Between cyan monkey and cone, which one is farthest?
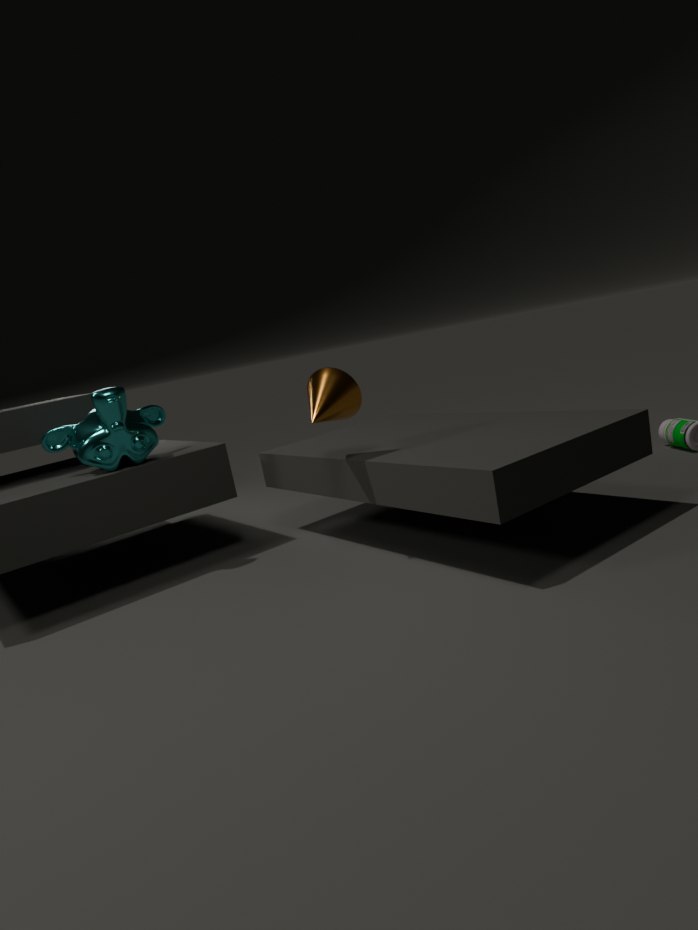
cyan monkey
